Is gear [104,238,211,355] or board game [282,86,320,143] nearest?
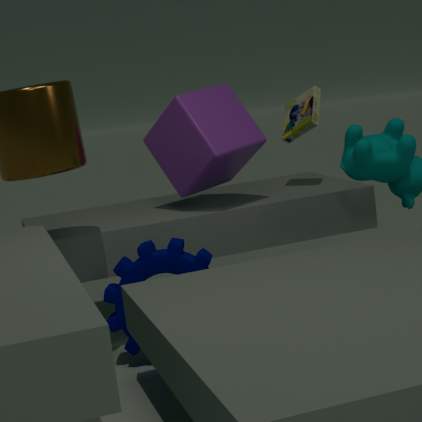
gear [104,238,211,355]
